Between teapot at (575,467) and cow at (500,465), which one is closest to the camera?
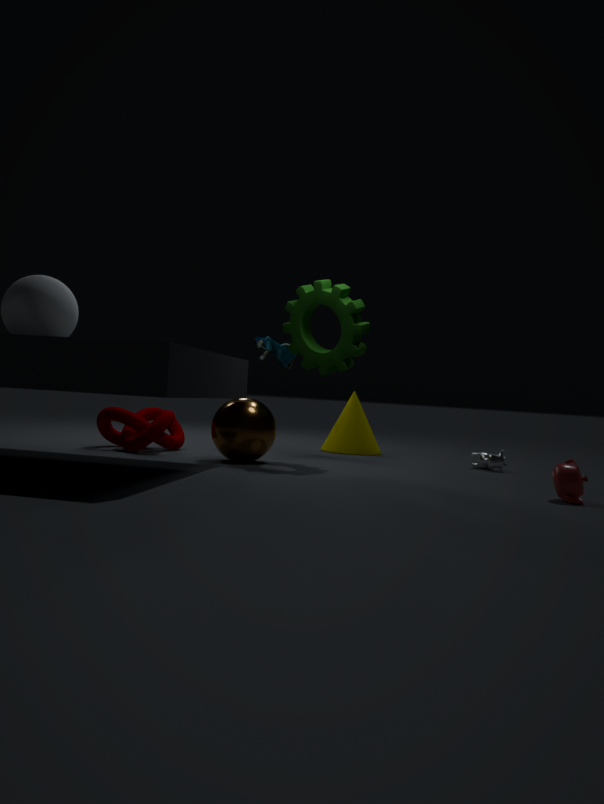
teapot at (575,467)
